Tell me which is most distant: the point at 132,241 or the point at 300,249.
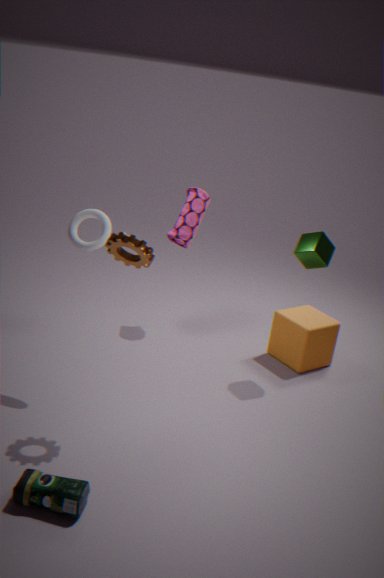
the point at 300,249
